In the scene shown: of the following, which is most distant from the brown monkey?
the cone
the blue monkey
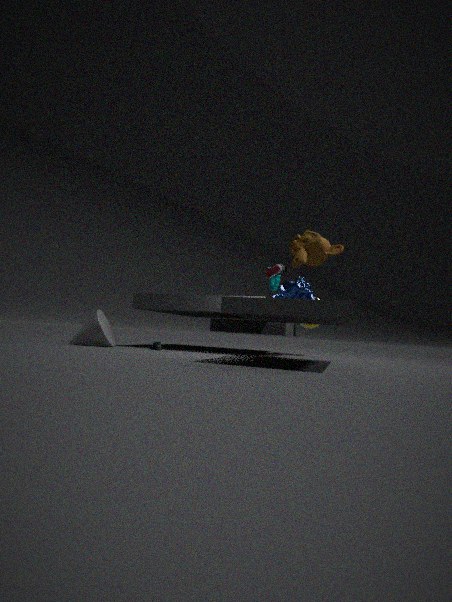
the cone
